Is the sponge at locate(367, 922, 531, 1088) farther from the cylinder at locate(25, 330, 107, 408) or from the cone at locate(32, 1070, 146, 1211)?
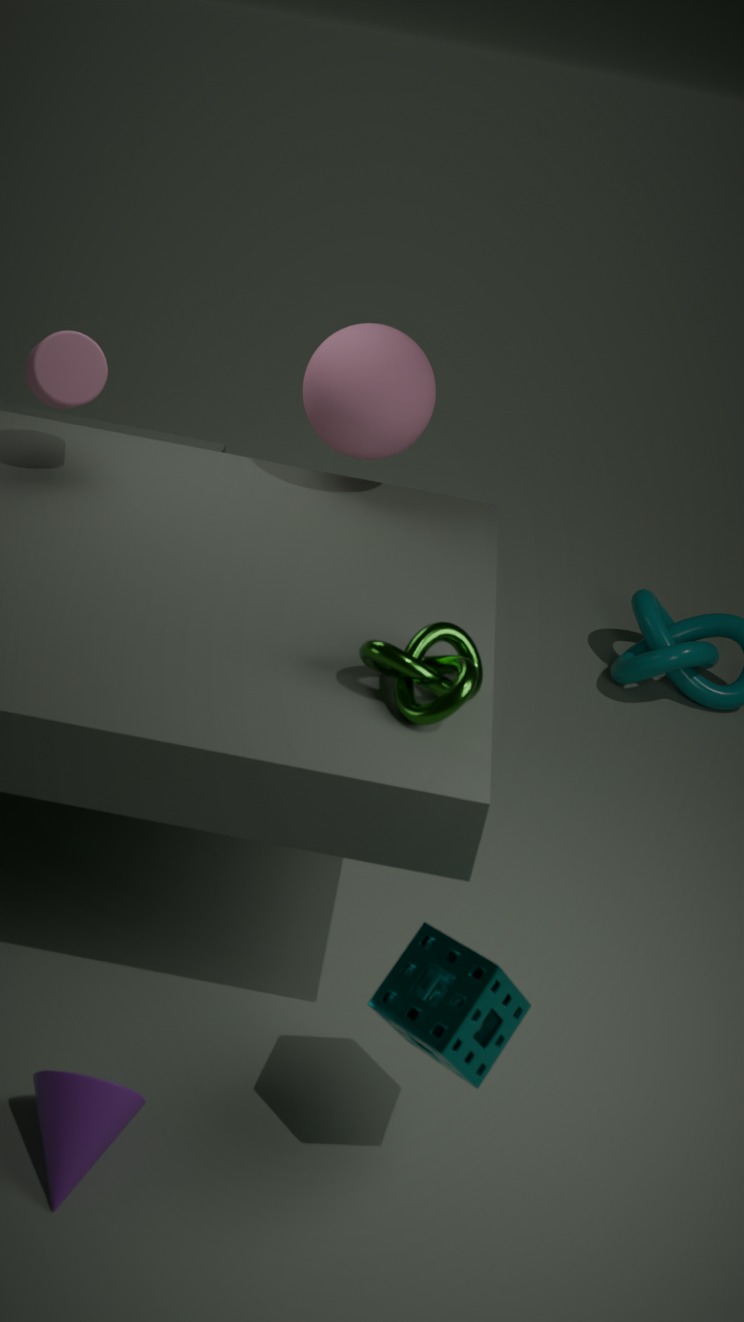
the cylinder at locate(25, 330, 107, 408)
